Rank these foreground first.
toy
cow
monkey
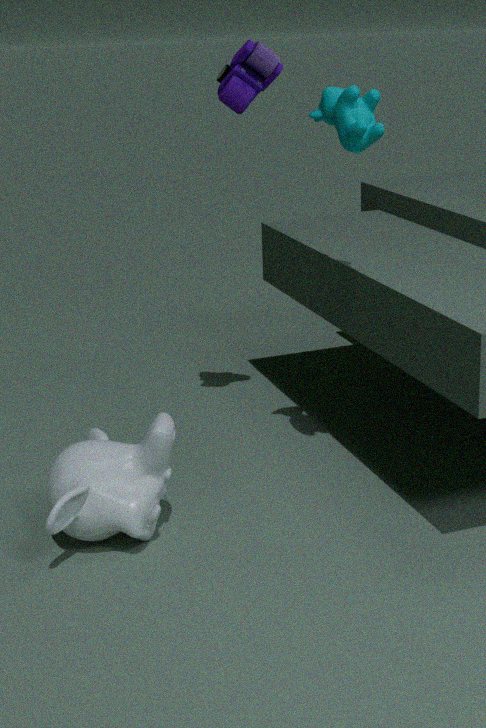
monkey, cow, toy
